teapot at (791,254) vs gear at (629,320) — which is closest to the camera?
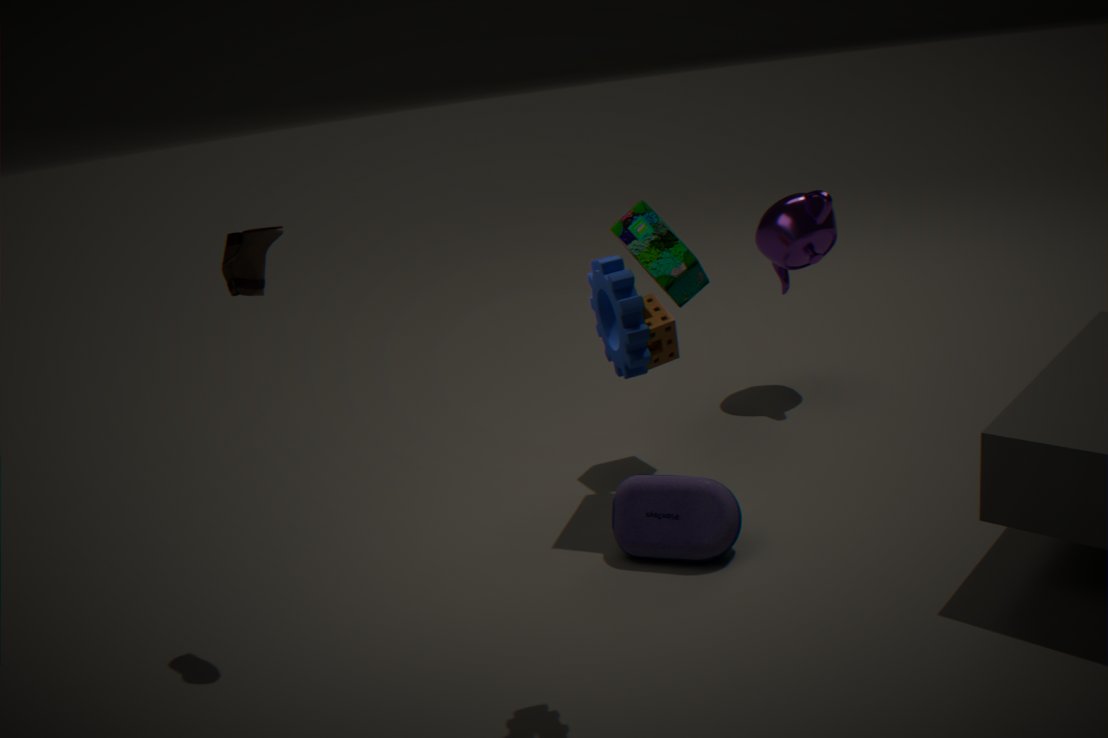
gear at (629,320)
